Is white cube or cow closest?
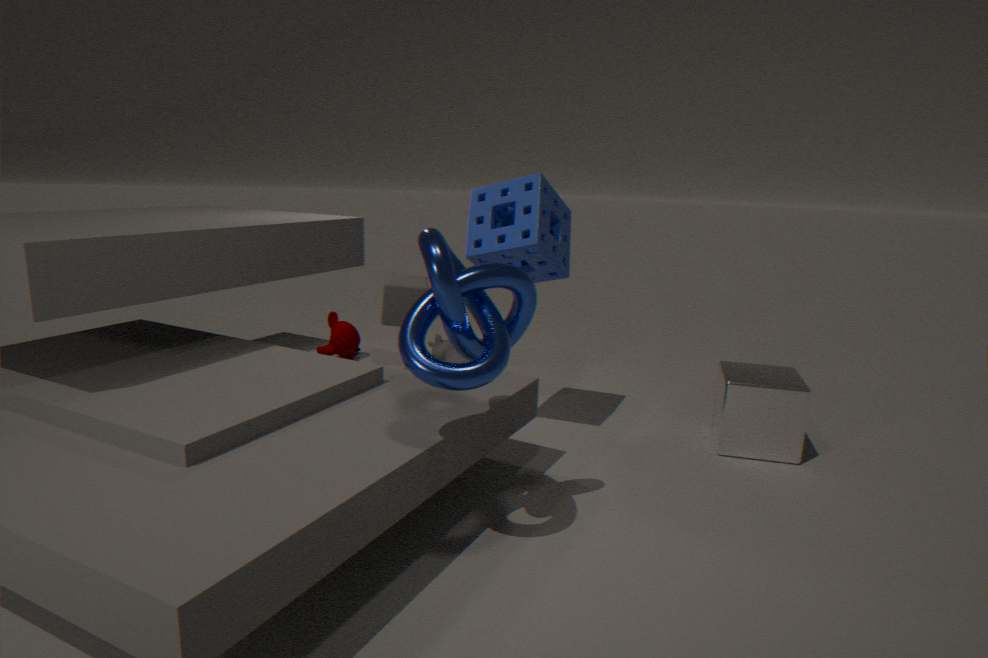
white cube
